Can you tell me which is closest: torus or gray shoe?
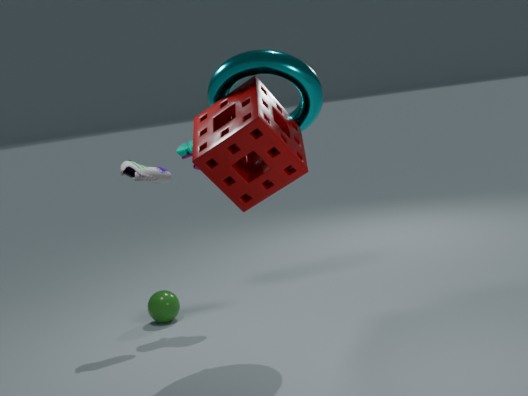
torus
